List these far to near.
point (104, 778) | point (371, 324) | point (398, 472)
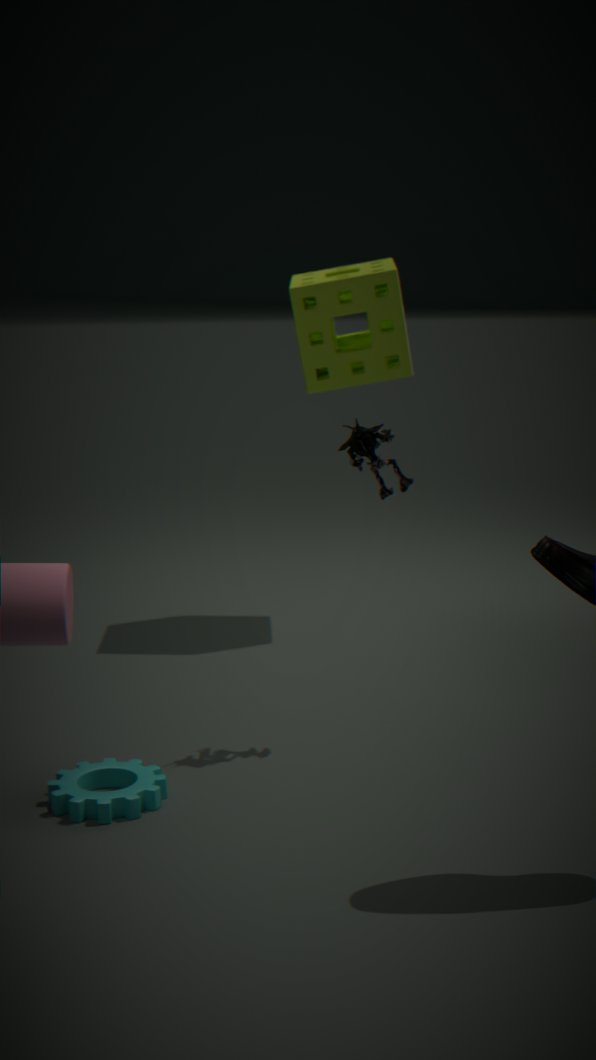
point (371, 324) → point (398, 472) → point (104, 778)
